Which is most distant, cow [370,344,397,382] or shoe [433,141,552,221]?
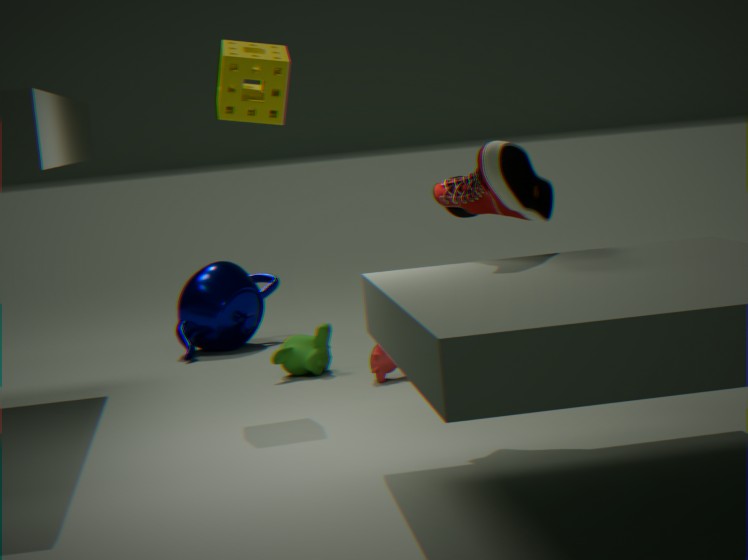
cow [370,344,397,382]
